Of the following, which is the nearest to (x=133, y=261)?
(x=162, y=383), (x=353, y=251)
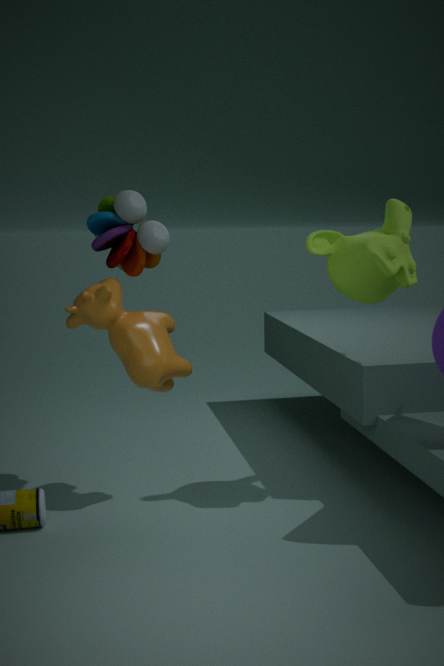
(x=162, y=383)
